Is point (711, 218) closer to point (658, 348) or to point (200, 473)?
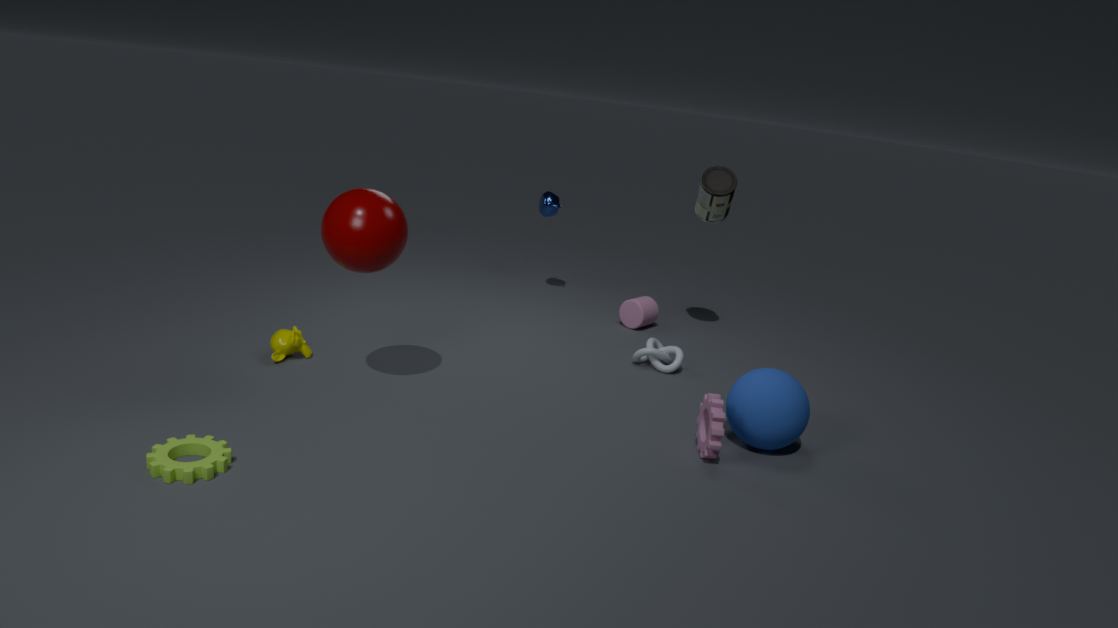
point (658, 348)
